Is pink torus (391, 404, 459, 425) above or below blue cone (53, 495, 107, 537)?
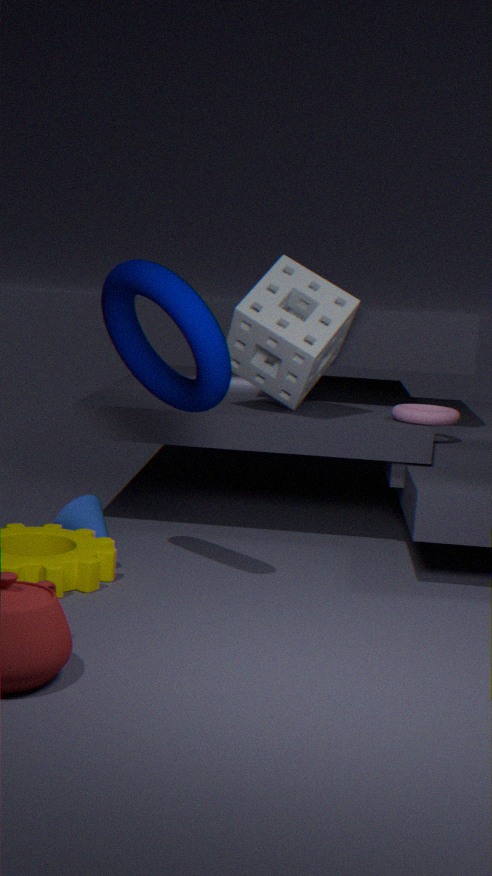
above
